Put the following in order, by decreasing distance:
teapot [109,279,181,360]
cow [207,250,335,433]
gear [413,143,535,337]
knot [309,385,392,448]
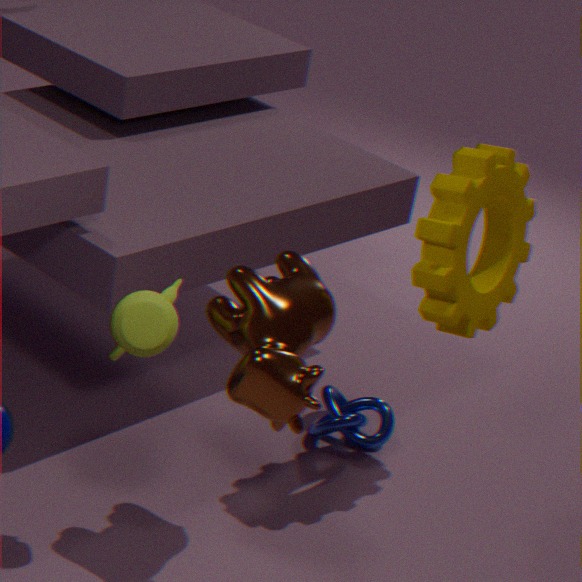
knot [309,385,392,448] < gear [413,143,535,337] < teapot [109,279,181,360] < cow [207,250,335,433]
